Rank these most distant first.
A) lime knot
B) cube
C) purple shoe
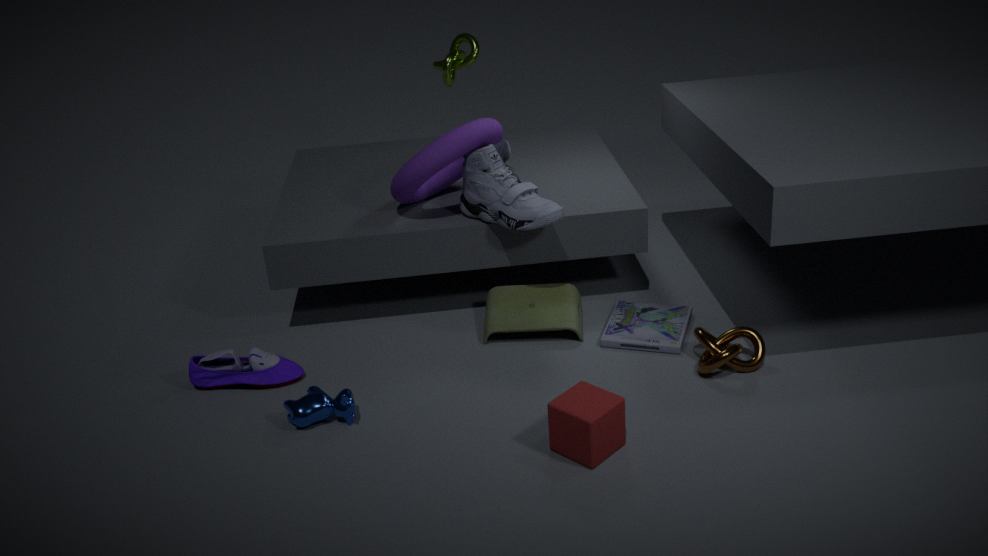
lime knot → purple shoe → cube
